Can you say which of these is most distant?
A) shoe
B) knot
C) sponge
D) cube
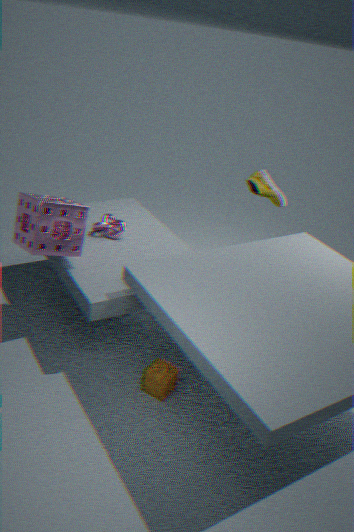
knot
